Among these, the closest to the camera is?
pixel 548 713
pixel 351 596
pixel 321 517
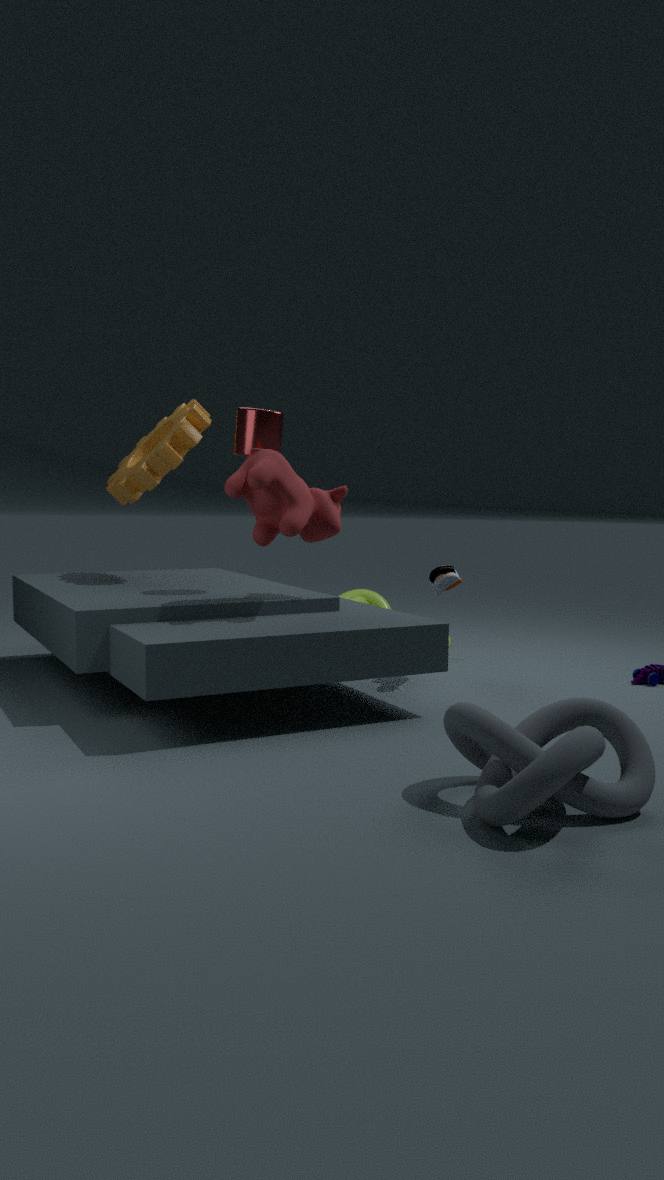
pixel 548 713
